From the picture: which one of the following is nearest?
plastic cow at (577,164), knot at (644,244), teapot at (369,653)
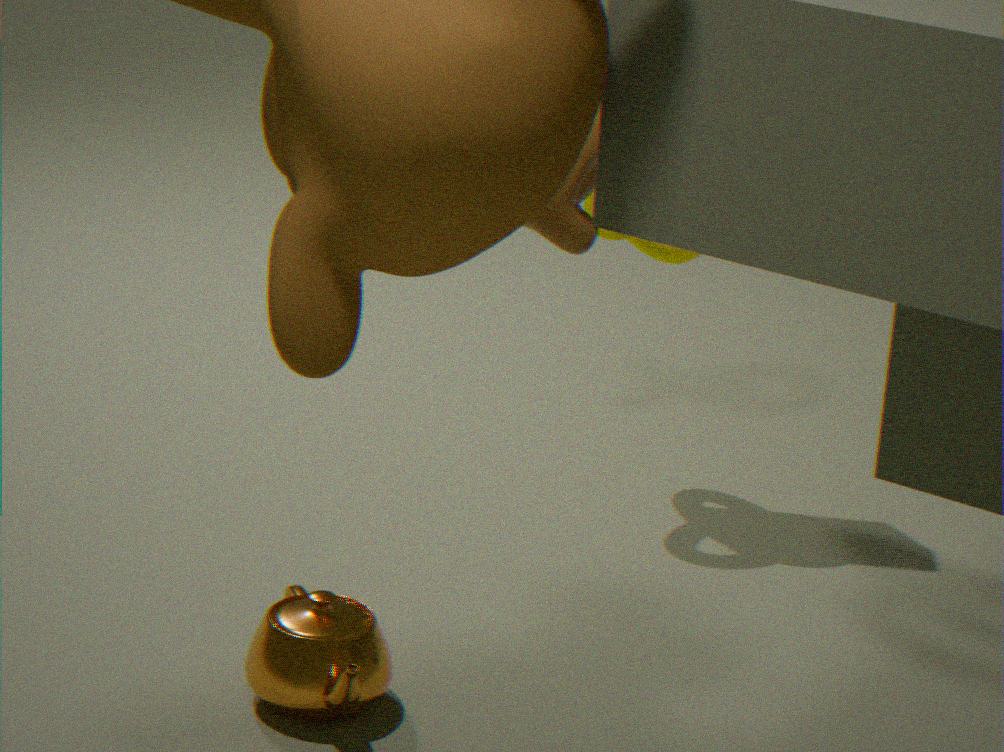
plastic cow at (577,164)
